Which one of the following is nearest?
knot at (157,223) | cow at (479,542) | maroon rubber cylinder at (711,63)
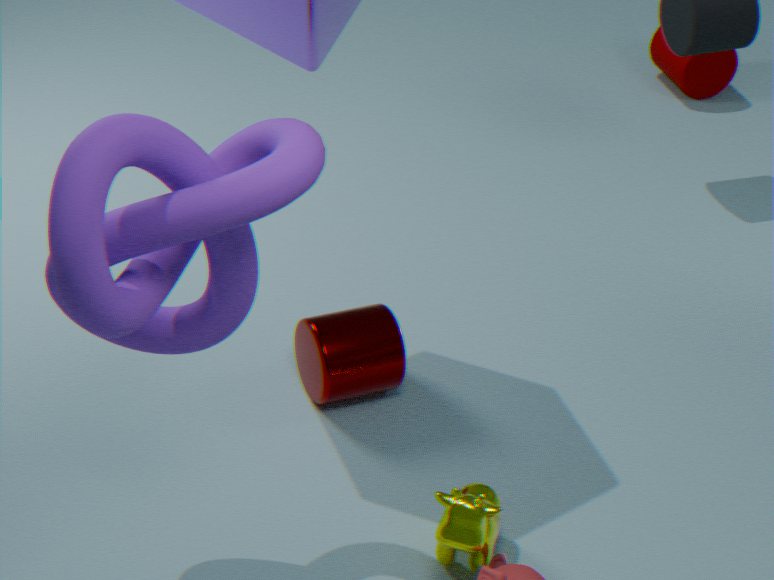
knot at (157,223)
